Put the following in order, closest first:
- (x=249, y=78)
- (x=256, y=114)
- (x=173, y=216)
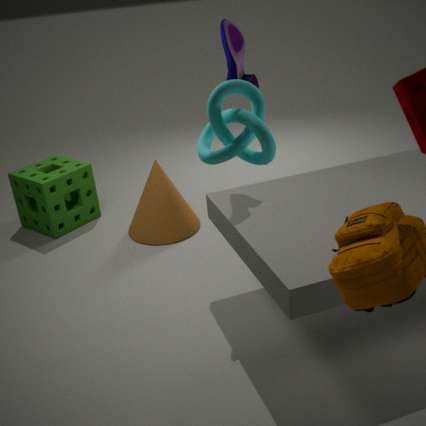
1. (x=256, y=114)
2. (x=249, y=78)
3. (x=173, y=216)
